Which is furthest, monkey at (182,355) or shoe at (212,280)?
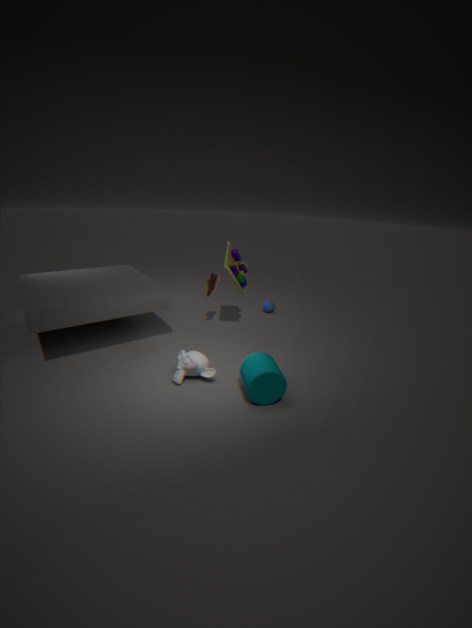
shoe at (212,280)
